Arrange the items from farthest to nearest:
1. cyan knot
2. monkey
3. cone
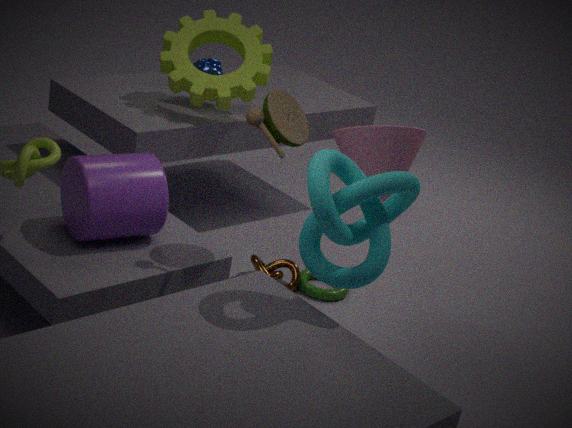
monkey, cone, cyan knot
